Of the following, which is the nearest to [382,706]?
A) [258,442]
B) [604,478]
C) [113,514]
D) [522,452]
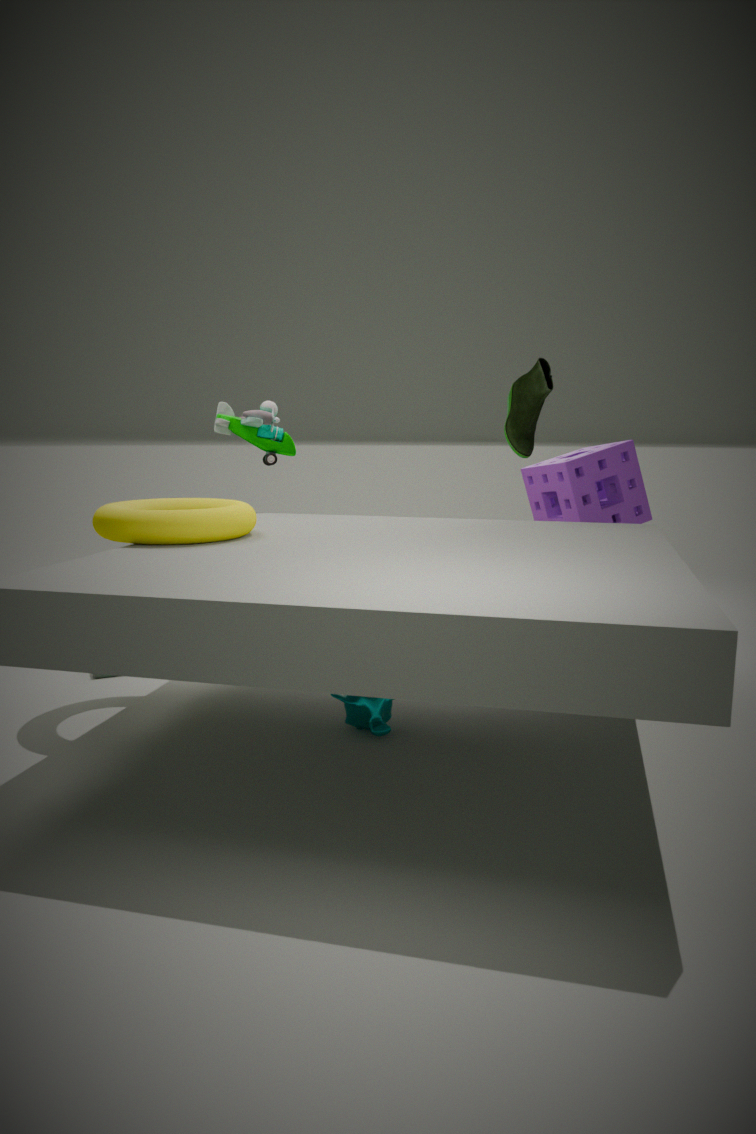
[113,514]
